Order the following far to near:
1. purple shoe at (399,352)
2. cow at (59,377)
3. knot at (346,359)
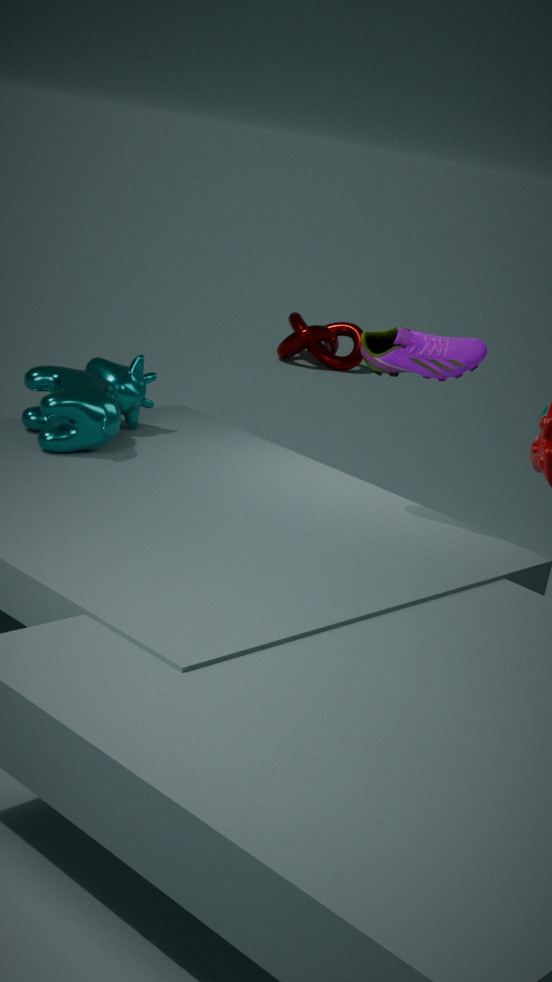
knot at (346,359) → cow at (59,377) → purple shoe at (399,352)
